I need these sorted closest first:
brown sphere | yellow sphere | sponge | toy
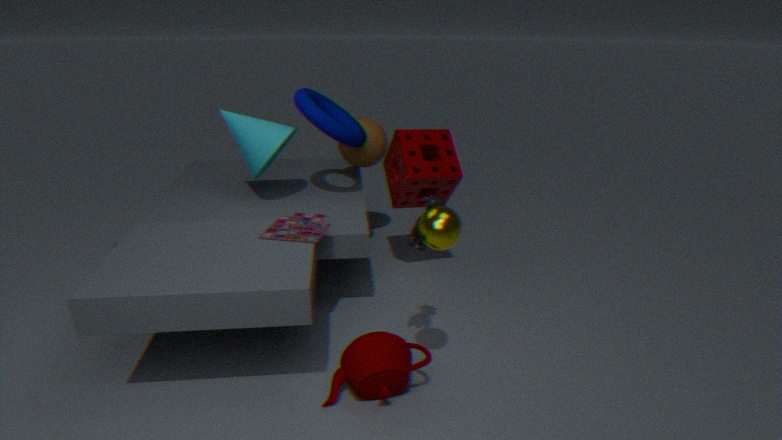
yellow sphere < toy < sponge < brown sphere
